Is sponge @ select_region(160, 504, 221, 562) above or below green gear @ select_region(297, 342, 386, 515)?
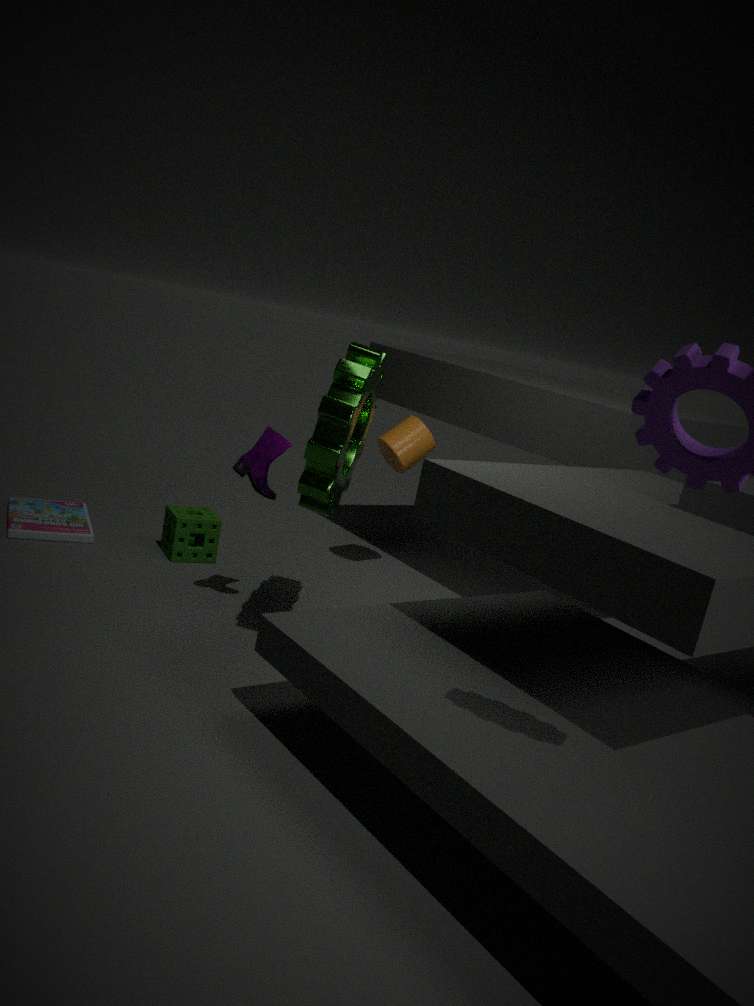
below
